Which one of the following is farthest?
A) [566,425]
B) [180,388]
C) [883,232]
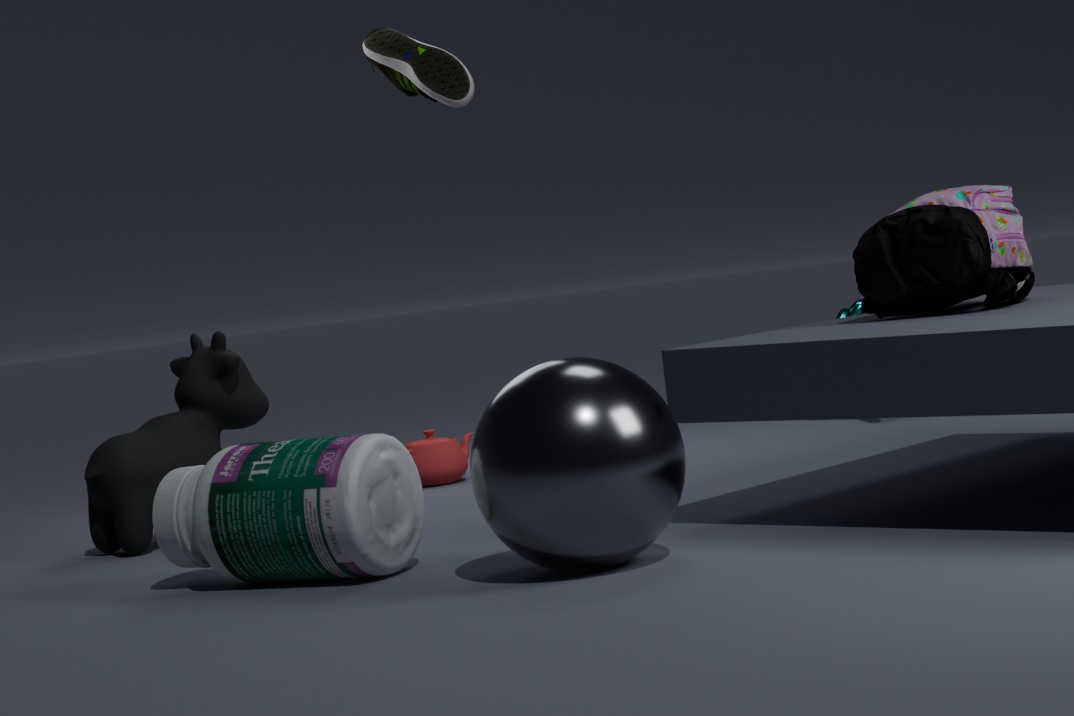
[180,388]
